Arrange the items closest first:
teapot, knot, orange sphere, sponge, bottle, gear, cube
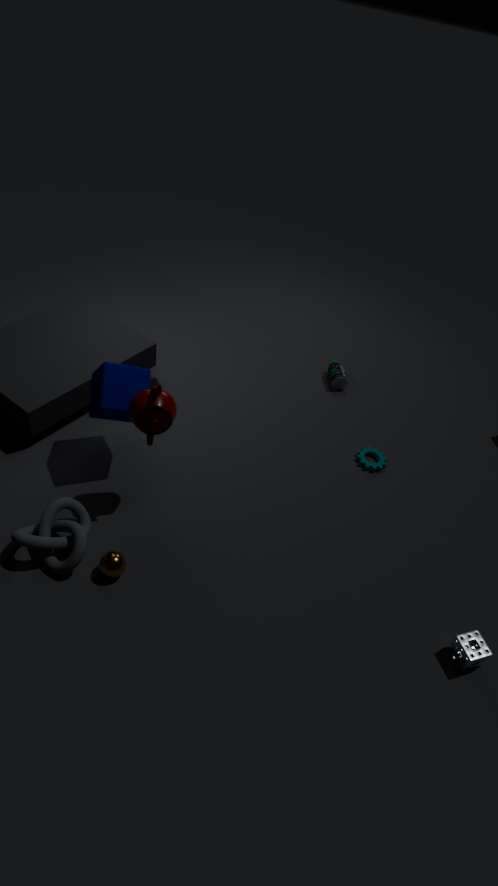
sponge → knot → orange sphere → teapot → cube → gear → bottle
